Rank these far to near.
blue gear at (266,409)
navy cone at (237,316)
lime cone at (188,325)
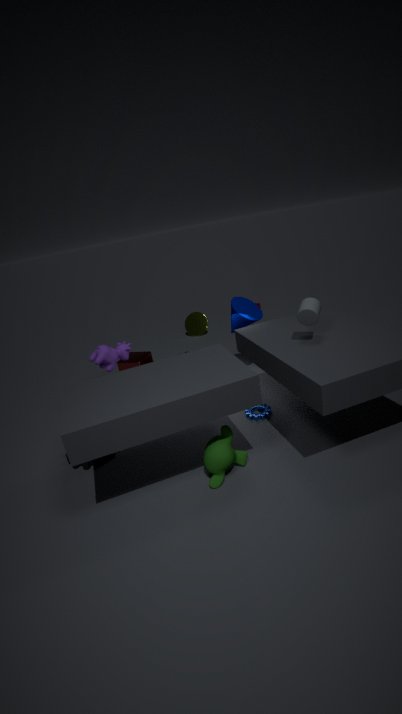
1. lime cone at (188,325)
2. navy cone at (237,316)
3. blue gear at (266,409)
